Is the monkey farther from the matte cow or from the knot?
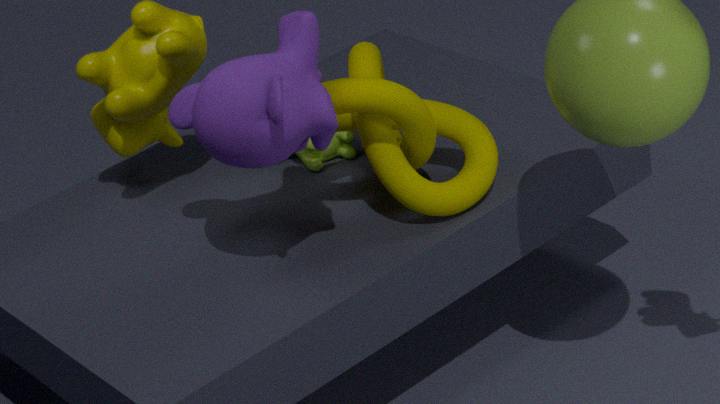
the matte cow
